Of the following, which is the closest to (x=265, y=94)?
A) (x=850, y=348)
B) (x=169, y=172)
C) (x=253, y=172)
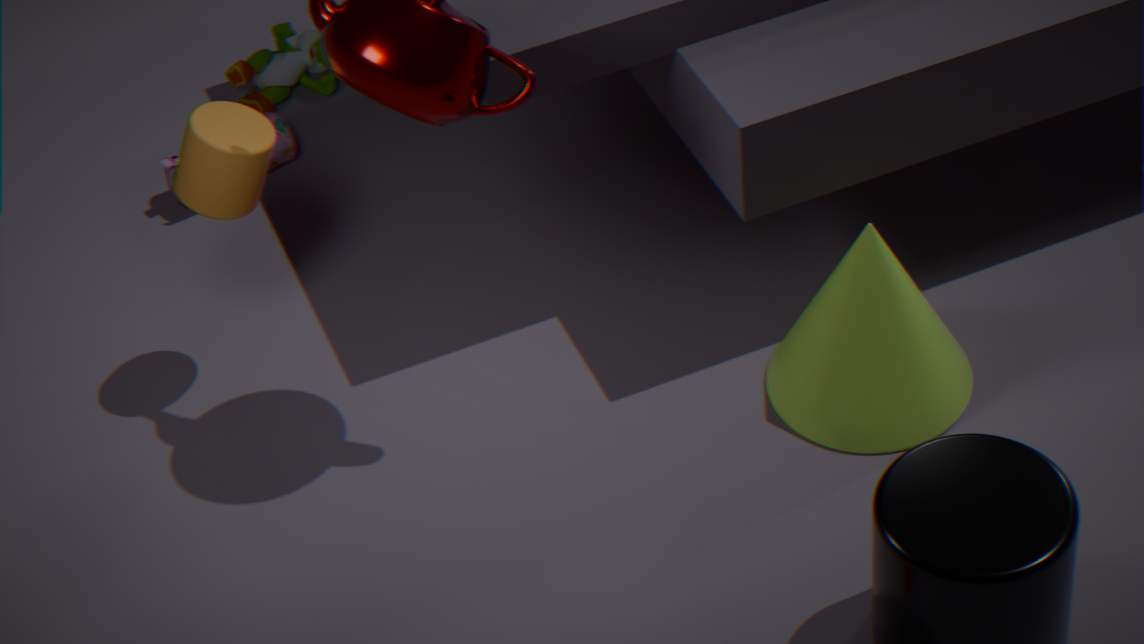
(x=169, y=172)
